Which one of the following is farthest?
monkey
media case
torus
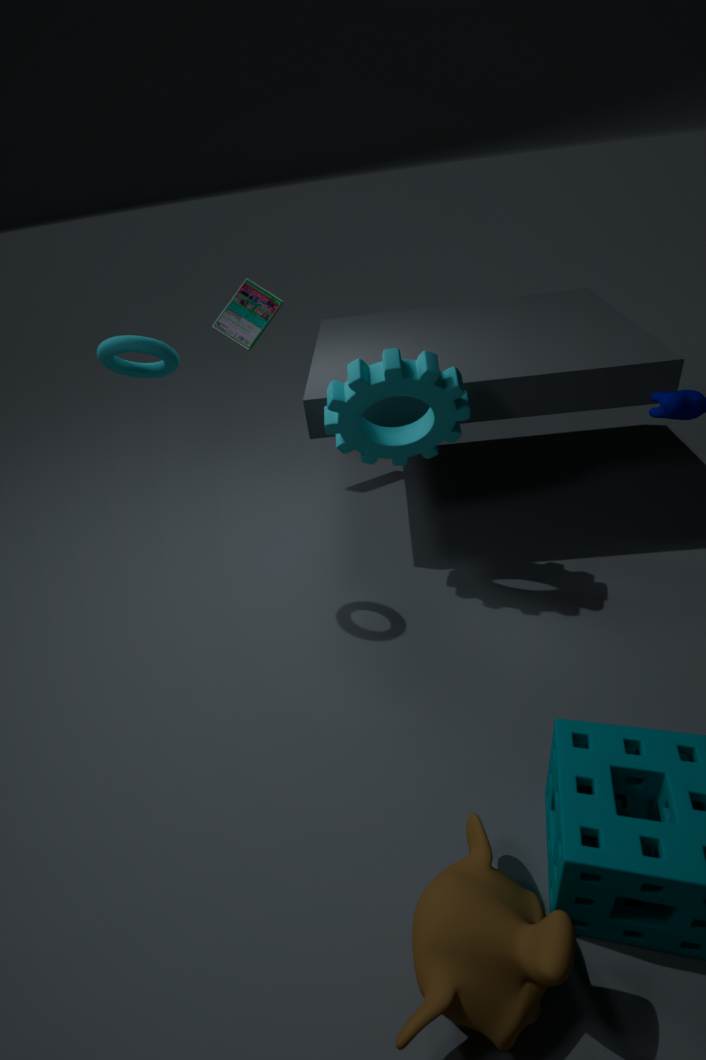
media case
